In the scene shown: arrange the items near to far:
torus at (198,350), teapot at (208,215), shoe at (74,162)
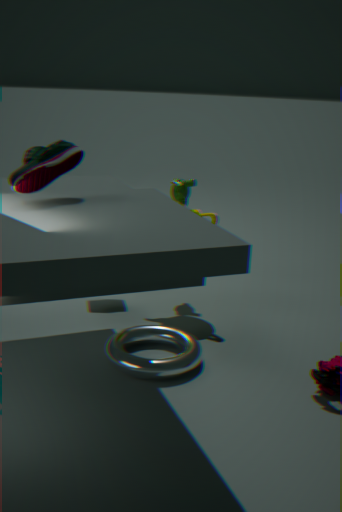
shoe at (74,162), torus at (198,350), teapot at (208,215)
